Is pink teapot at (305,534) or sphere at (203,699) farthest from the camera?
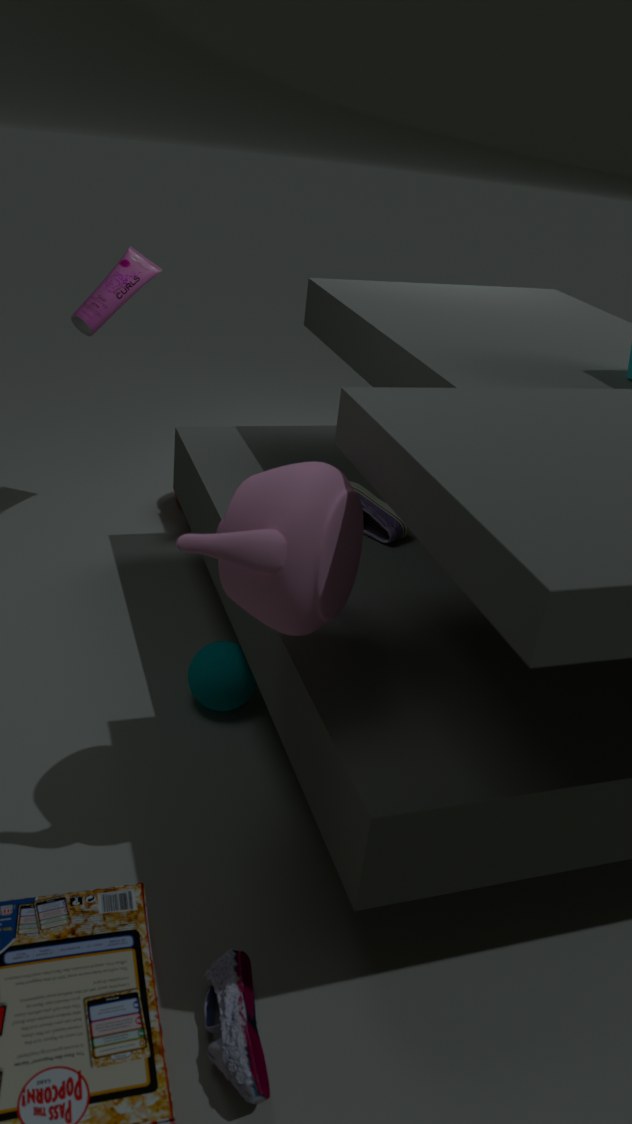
sphere at (203,699)
